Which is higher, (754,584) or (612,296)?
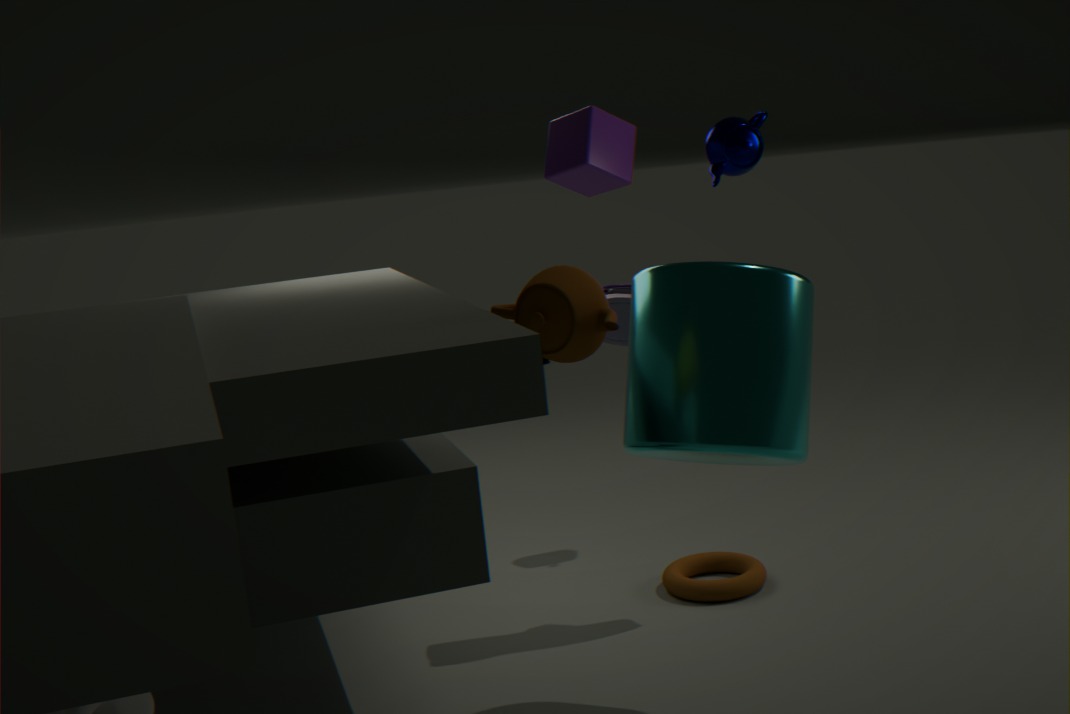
(612,296)
